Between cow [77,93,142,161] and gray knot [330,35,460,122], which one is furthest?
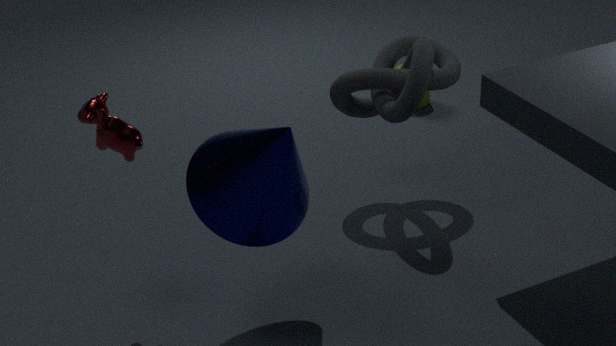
gray knot [330,35,460,122]
